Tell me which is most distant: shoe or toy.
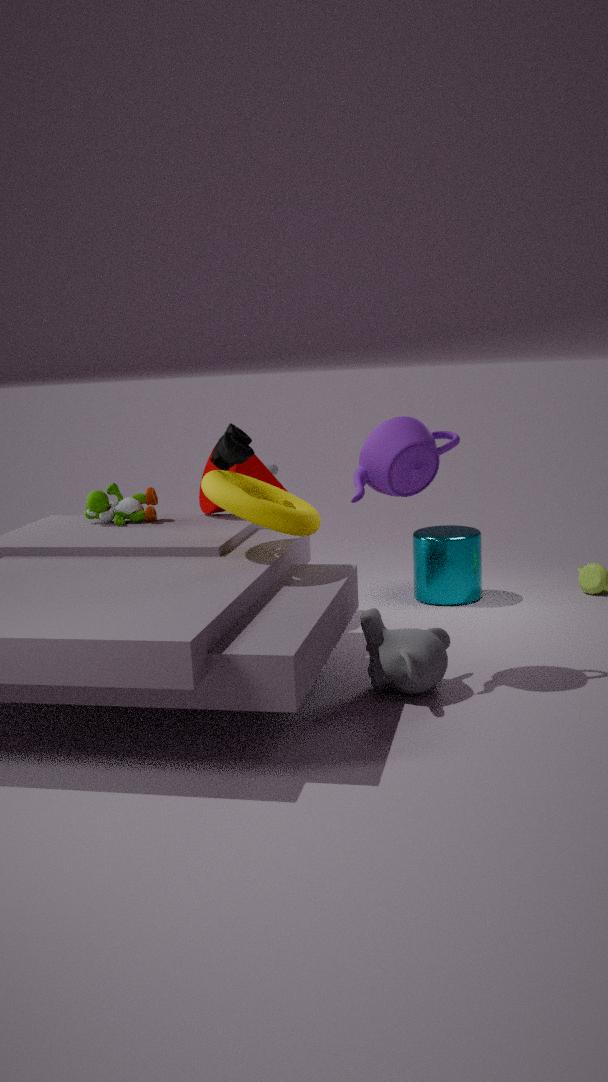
toy
